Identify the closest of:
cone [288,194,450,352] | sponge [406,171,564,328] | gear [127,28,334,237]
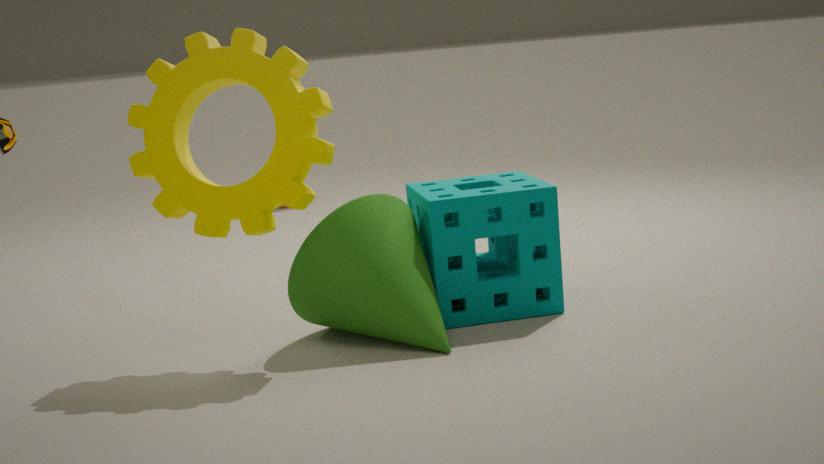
gear [127,28,334,237]
